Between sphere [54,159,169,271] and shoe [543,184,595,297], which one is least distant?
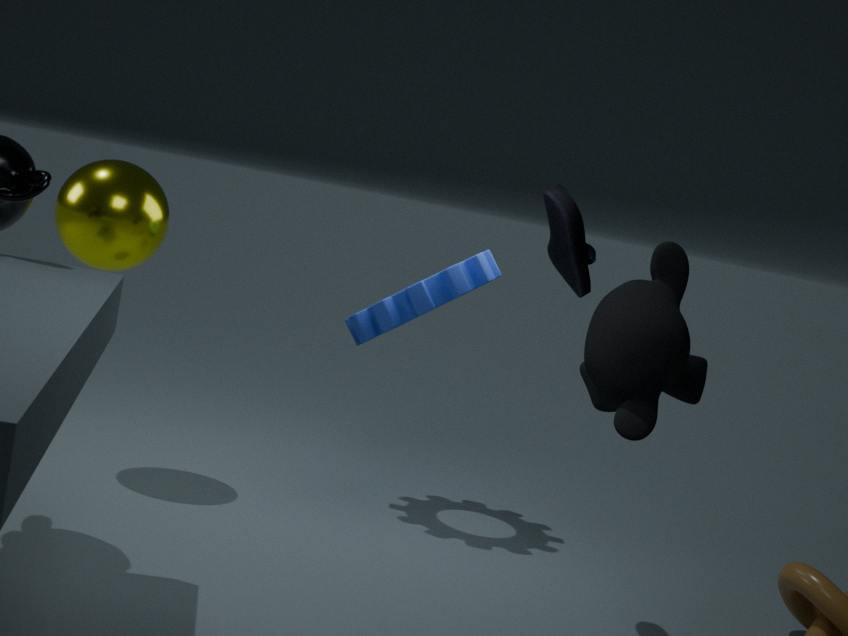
shoe [543,184,595,297]
